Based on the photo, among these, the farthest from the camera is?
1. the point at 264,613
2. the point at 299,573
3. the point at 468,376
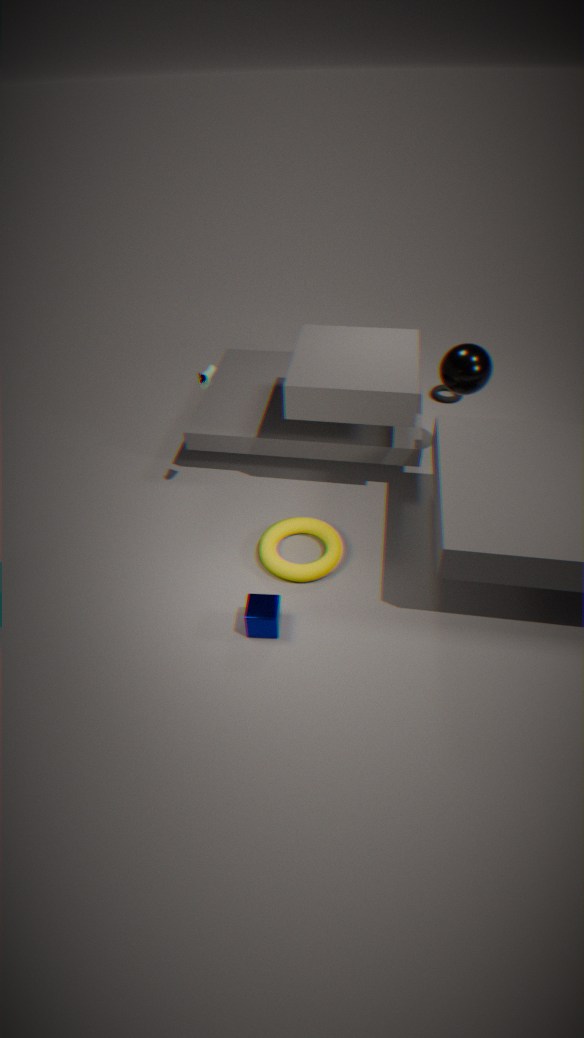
the point at 468,376
